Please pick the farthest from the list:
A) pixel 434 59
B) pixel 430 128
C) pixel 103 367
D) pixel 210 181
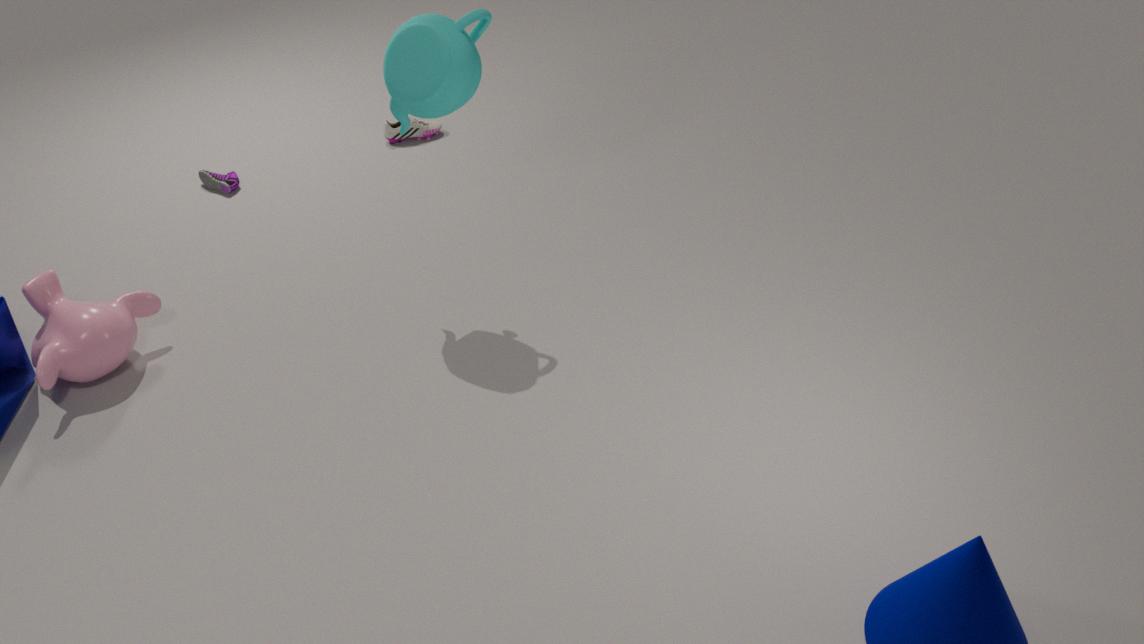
pixel 430 128
